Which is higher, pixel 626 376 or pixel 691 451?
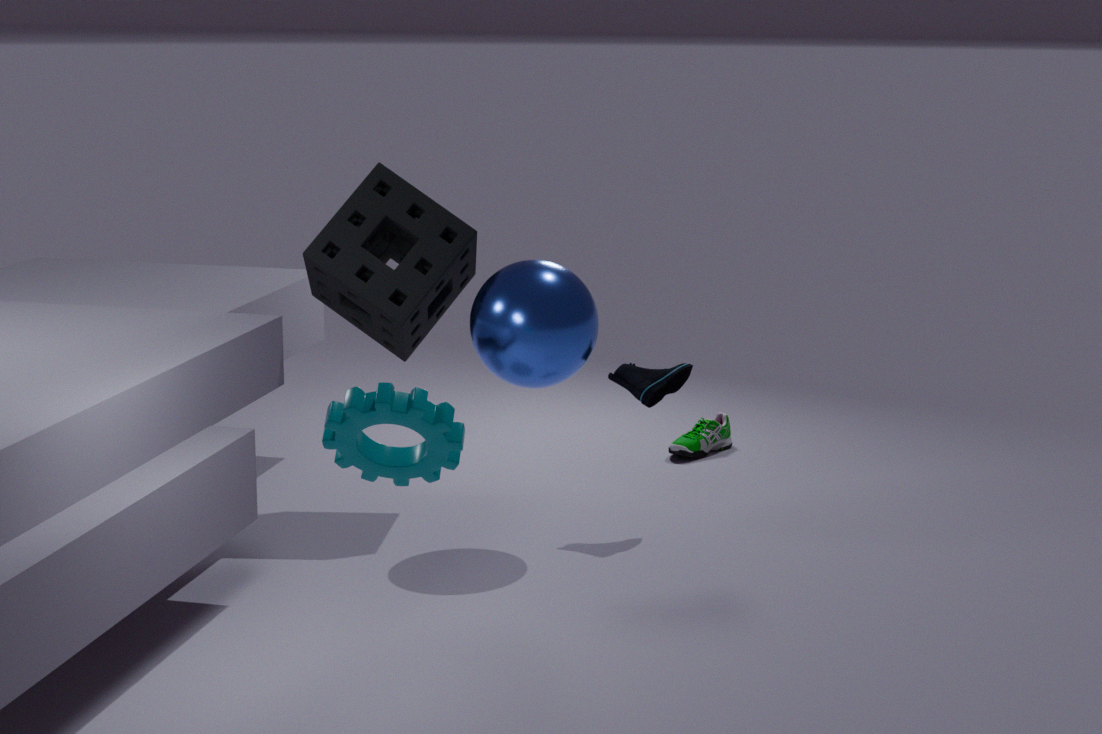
pixel 626 376
